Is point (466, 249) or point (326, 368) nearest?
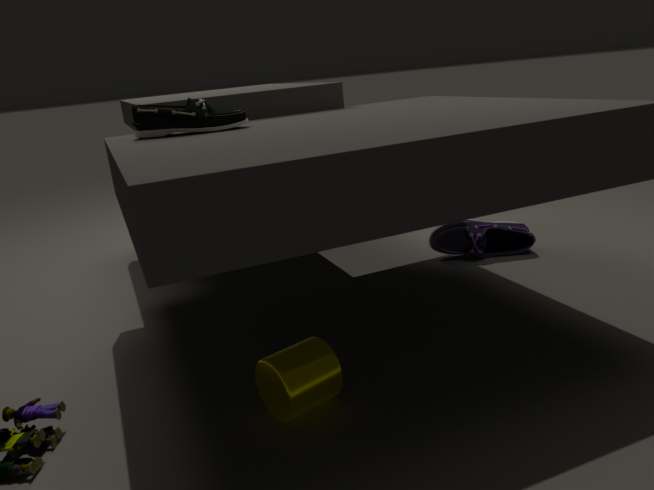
point (326, 368)
